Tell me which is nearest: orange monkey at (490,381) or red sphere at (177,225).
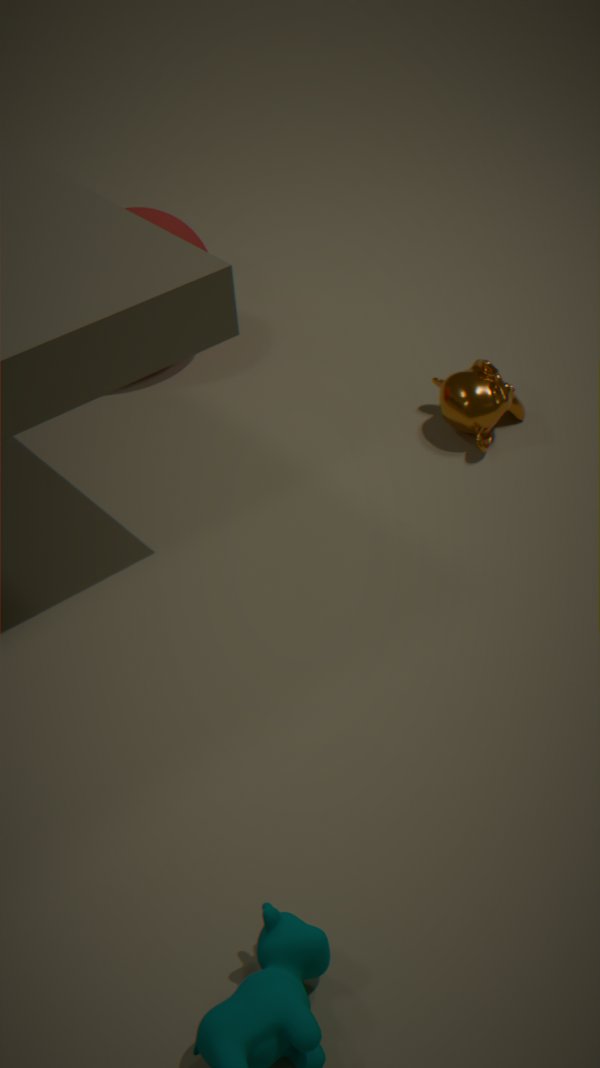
orange monkey at (490,381)
